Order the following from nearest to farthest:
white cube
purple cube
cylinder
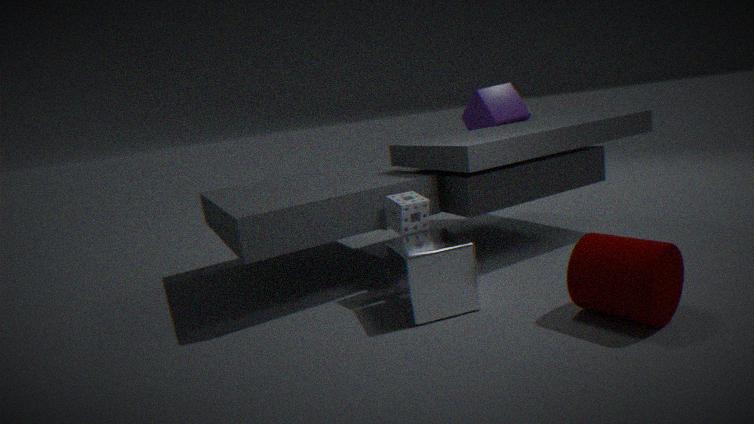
1. cylinder
2. white cube
3. purple cube
